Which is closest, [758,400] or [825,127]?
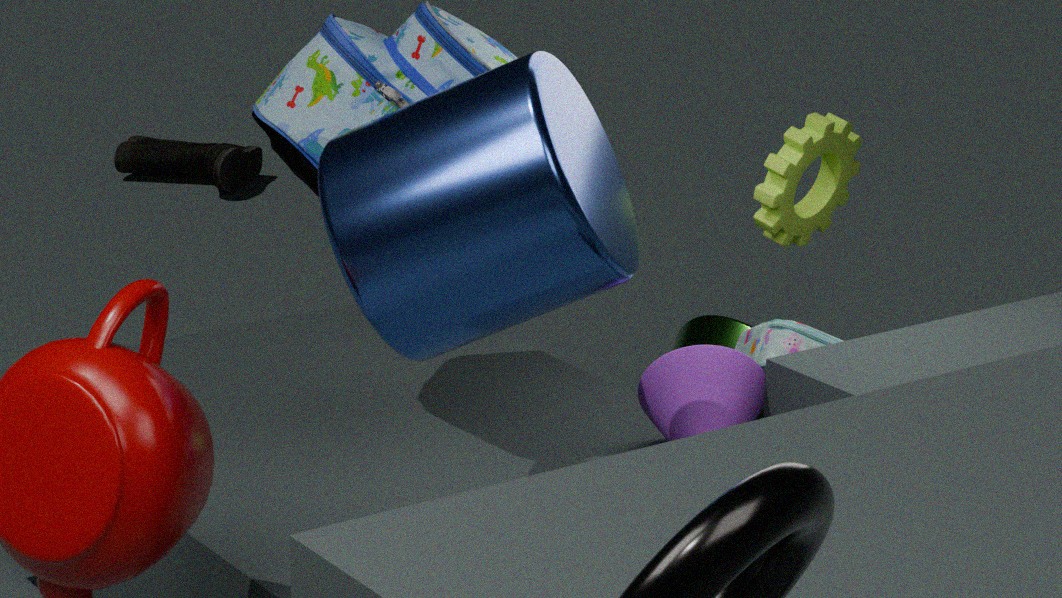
[758,400]
